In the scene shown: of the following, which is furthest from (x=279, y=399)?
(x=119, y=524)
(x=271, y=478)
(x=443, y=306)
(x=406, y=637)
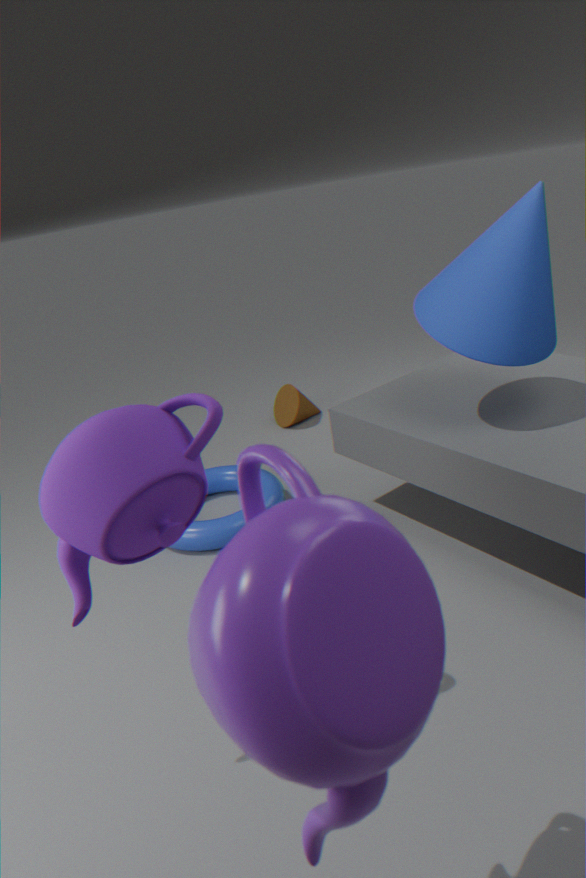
(x=406, y=637)
